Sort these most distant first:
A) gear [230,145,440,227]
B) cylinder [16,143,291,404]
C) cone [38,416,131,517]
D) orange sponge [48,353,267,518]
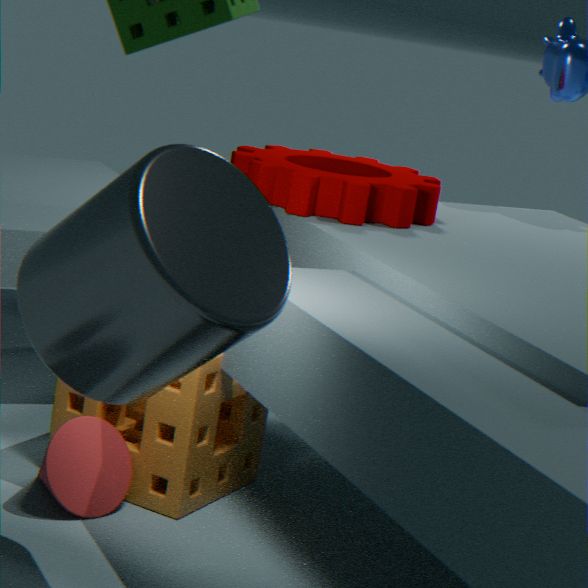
gear [230,145,440,227] → orange sponge [48,353,267,518] → cone [38,416,131,517] → cylinder [16,143,291,404]
